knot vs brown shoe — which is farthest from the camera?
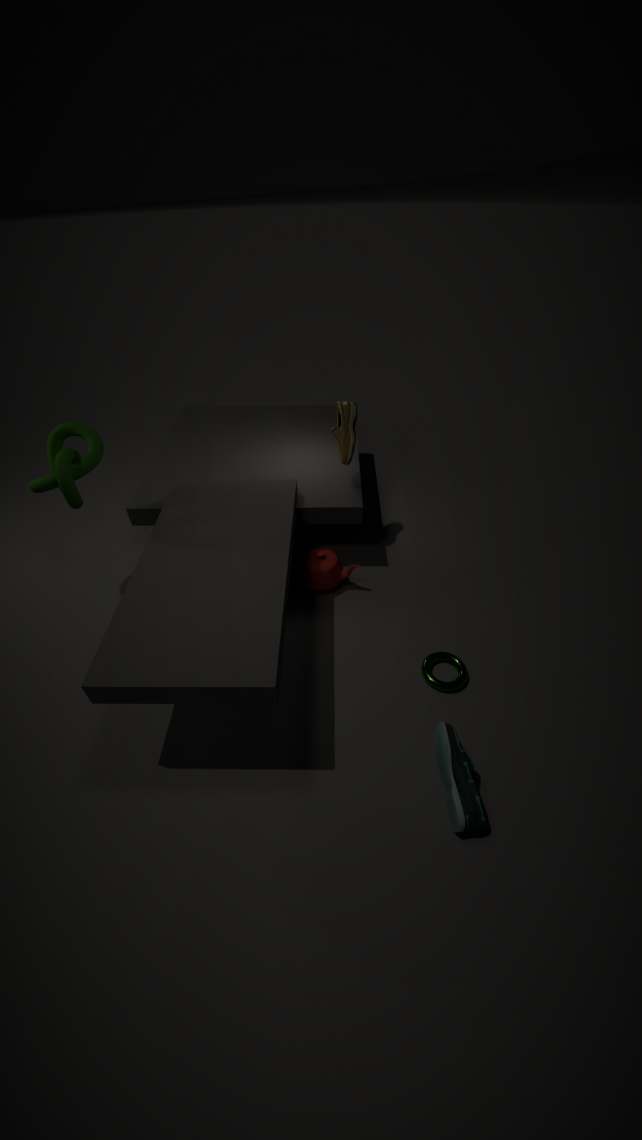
brown shoe
